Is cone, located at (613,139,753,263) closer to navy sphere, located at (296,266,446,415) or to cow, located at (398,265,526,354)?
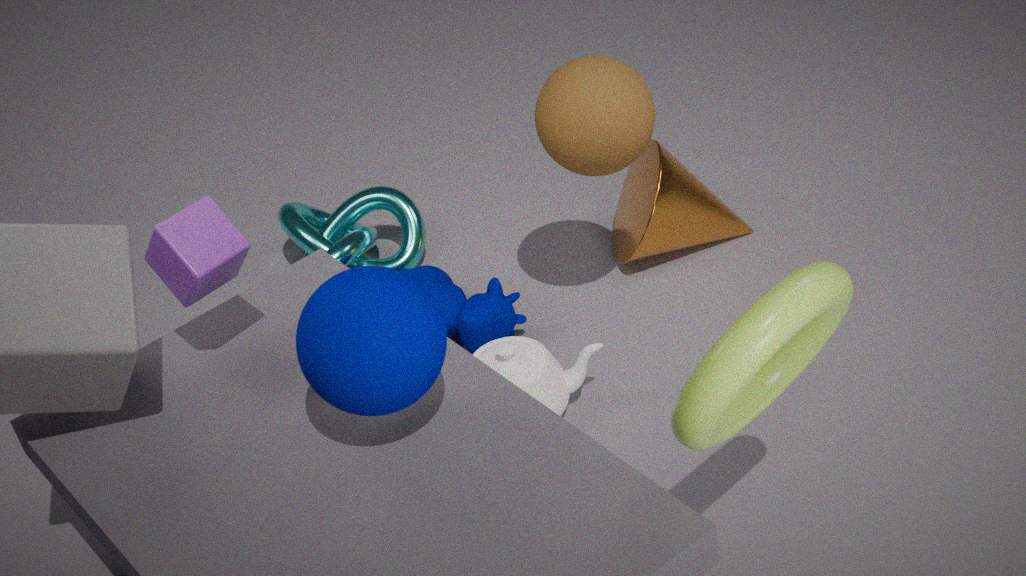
cow, located at (398,265,526,354)
